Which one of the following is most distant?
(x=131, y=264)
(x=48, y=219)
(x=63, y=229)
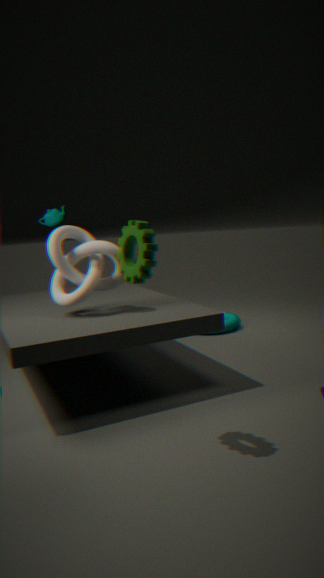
(x=48, y=219)
